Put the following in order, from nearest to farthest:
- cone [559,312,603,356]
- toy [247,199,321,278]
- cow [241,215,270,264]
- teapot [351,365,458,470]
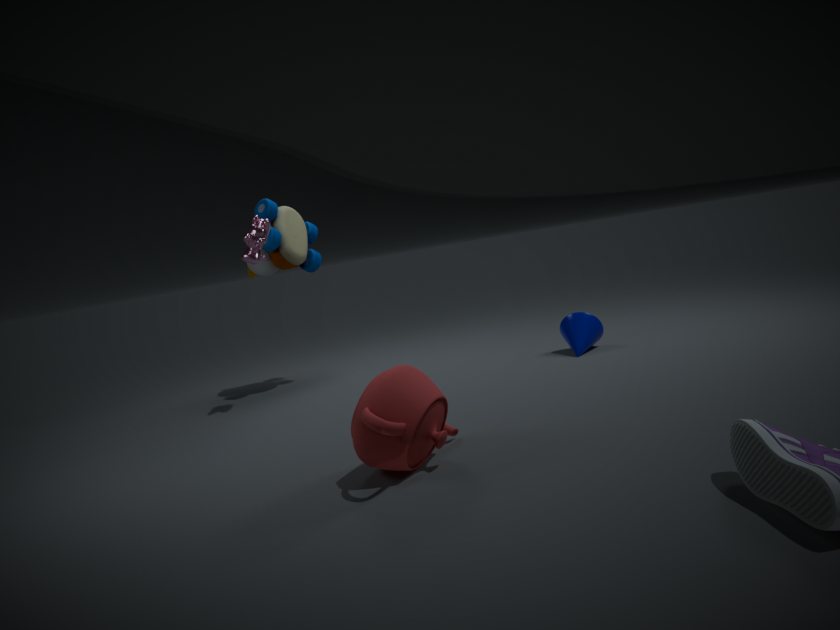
teapot [351,365,458,470] < cow [241,215,270,264] < cone [559,312,603,356] < toy [247,199,321,278]
